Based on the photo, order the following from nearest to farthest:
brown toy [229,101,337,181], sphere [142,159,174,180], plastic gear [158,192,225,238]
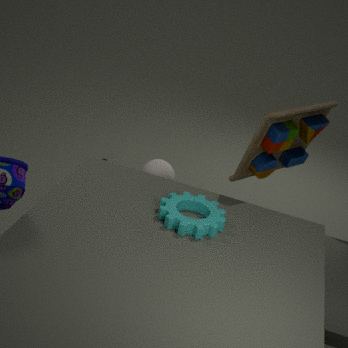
plastic gear [158,192,225,238] < brown toy [229,101,337,181] < sphere [142,159,174,180]
